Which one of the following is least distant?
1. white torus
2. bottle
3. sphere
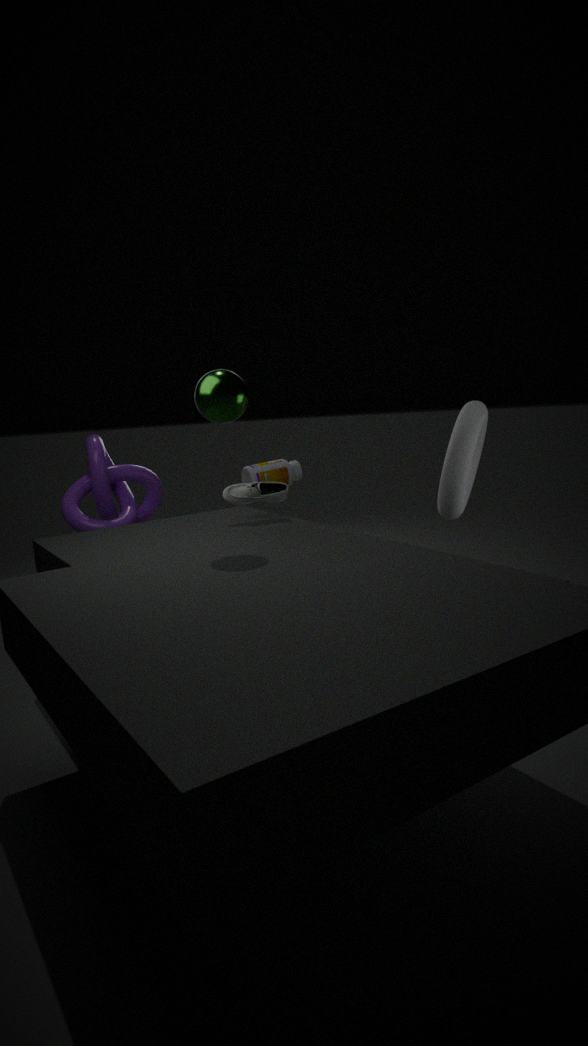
sphere
